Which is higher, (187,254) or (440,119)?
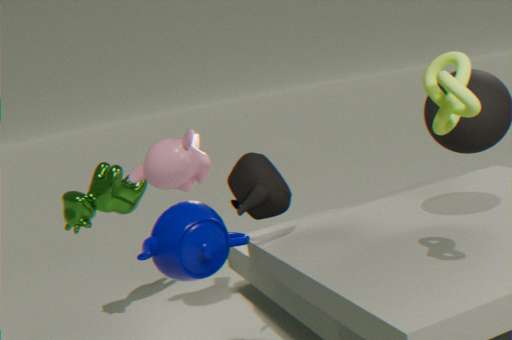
(440,119)
